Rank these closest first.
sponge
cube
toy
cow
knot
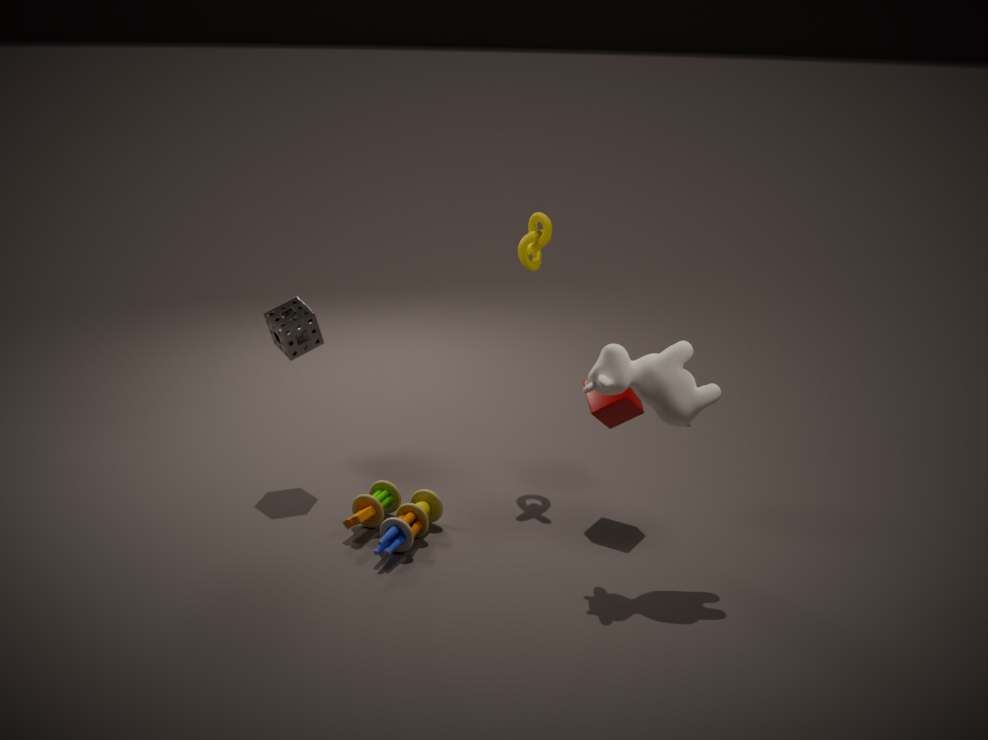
1. cow
2. toy
3. cube
4. sponge
5. knot
